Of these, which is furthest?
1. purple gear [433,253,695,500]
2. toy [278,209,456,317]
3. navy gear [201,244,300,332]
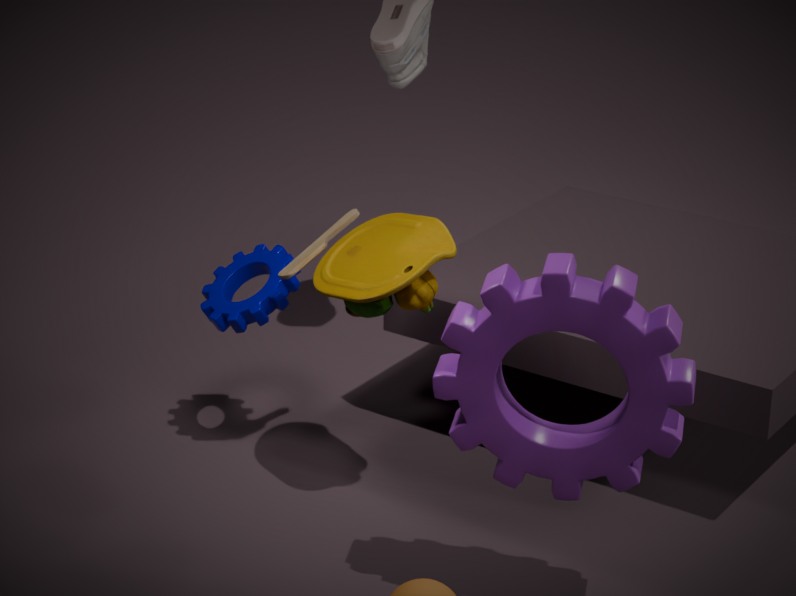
navy gear [201,244,300,332]
